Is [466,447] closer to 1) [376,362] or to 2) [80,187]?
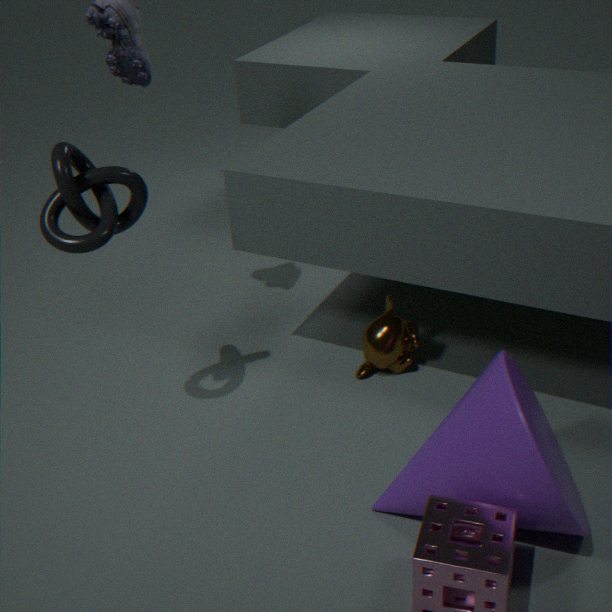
1) [376,362]
